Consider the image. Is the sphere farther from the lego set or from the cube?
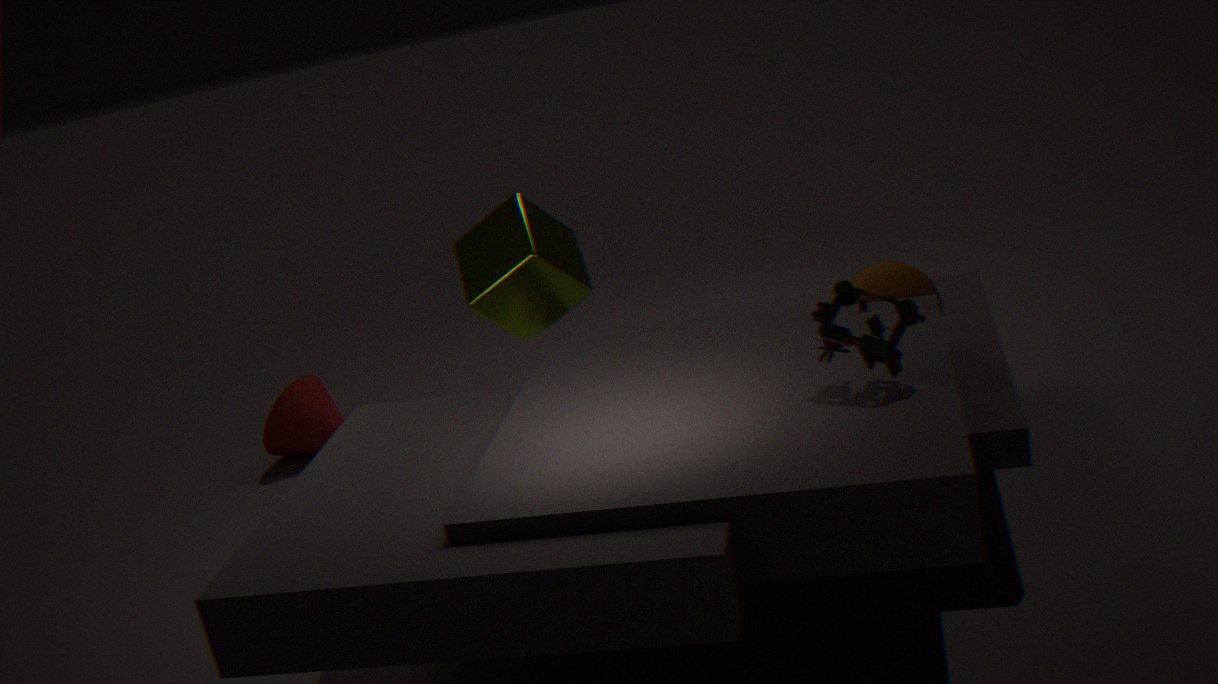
the cube
